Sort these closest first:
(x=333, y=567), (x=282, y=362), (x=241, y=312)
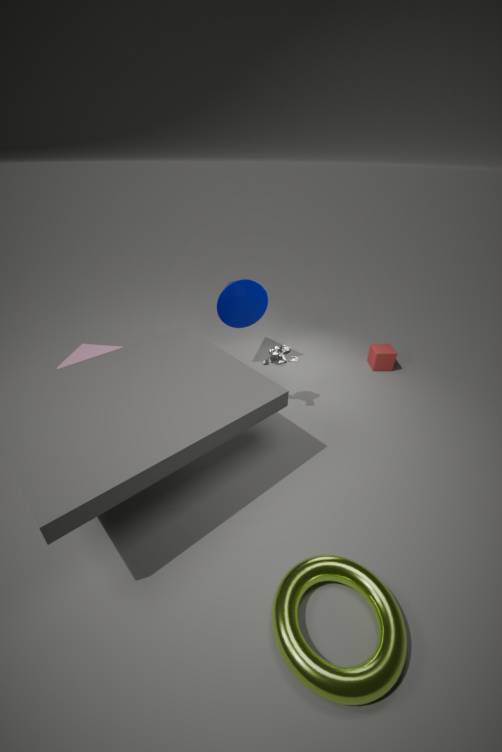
1. (x=333, y=567)
2. (x=282, y=362)
3. (x=241, y=312)
